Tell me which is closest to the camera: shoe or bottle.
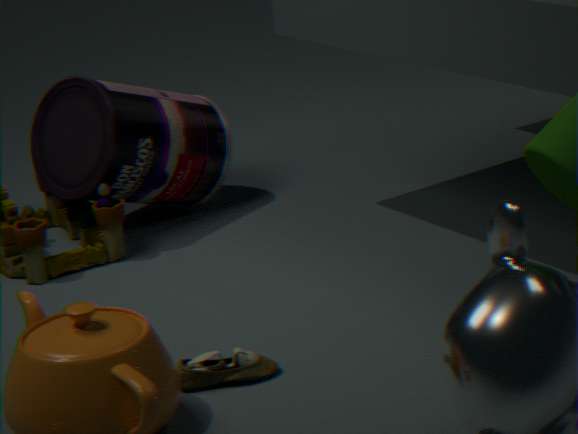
shoe
